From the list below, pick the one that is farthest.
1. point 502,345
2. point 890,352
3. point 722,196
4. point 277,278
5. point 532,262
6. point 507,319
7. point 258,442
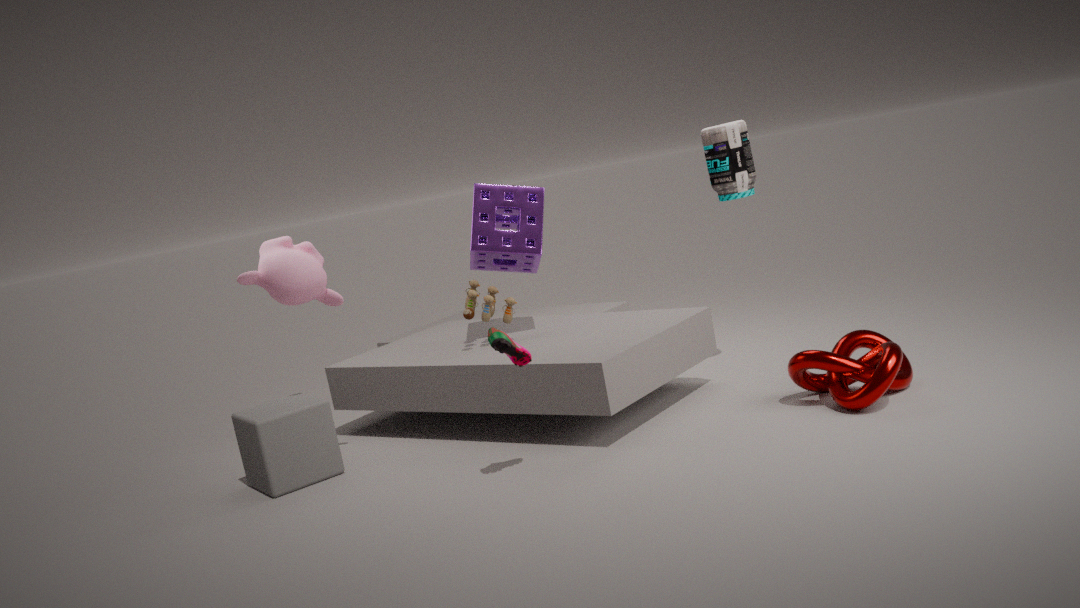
point 532,262
